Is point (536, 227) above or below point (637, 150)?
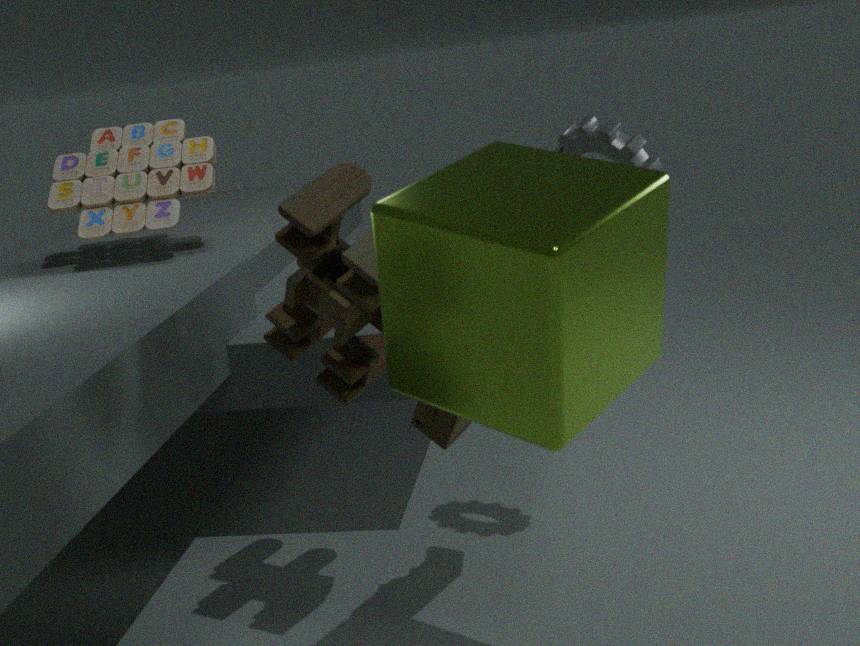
below
